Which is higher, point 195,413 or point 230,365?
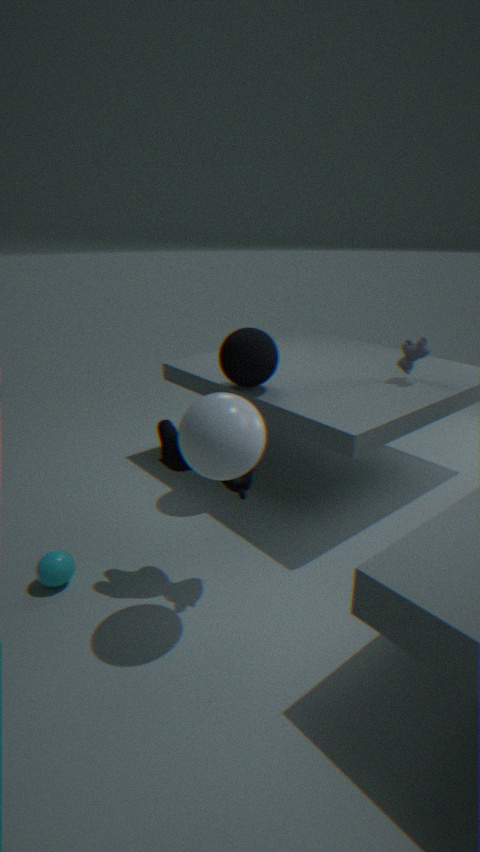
point 230,365
